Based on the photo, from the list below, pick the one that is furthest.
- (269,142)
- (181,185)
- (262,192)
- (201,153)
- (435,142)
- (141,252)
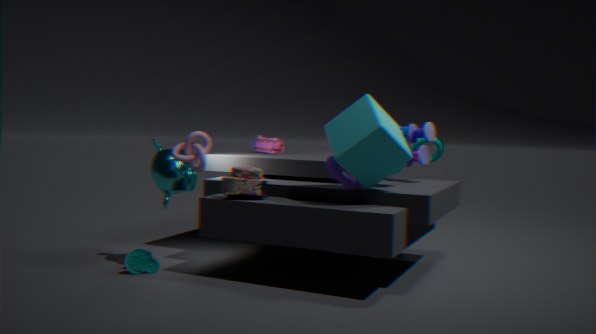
(269,142)
